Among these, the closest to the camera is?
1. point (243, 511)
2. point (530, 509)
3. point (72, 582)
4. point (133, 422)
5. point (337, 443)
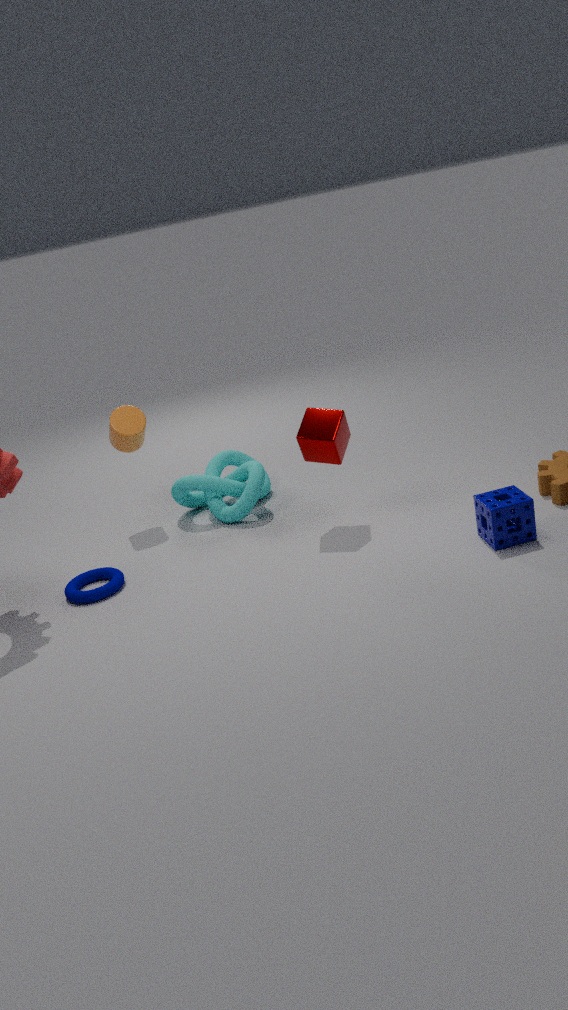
point (530, 509)
